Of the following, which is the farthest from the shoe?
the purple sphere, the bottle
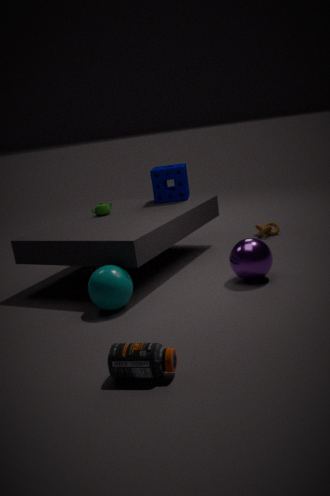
the bottle
